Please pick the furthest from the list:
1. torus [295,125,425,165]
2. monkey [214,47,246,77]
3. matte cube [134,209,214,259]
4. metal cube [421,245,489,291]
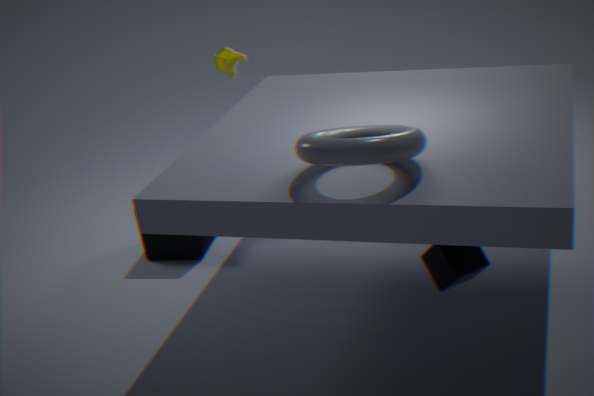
monkey [214,47,246,77]
